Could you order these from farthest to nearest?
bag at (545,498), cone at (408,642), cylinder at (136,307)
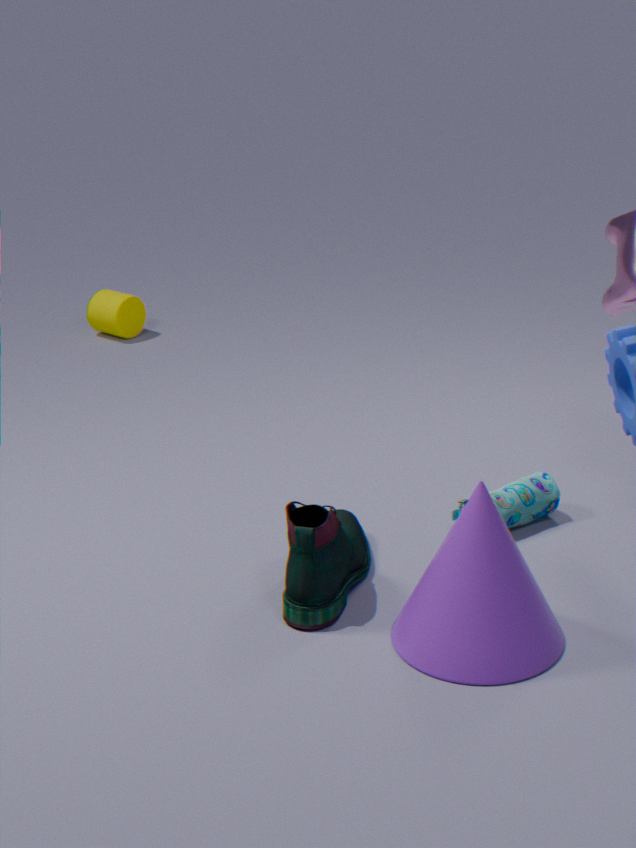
1. cylinder at (136,307)
2. bag at (545,498)
3. cone at (408,642)
